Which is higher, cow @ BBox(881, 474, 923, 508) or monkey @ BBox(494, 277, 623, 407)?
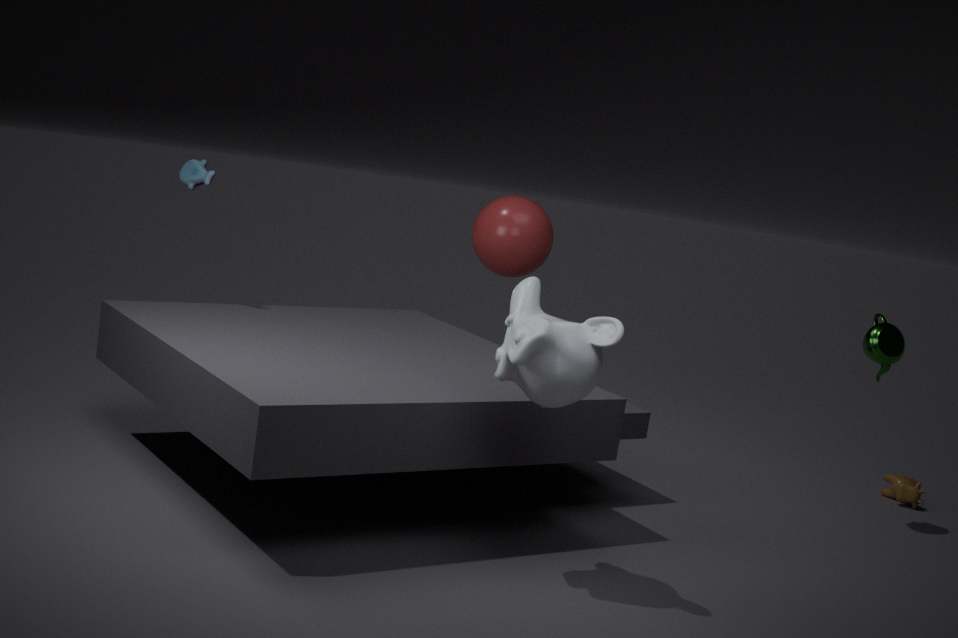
monkey @ BBox(494, 277, 623, 407)
